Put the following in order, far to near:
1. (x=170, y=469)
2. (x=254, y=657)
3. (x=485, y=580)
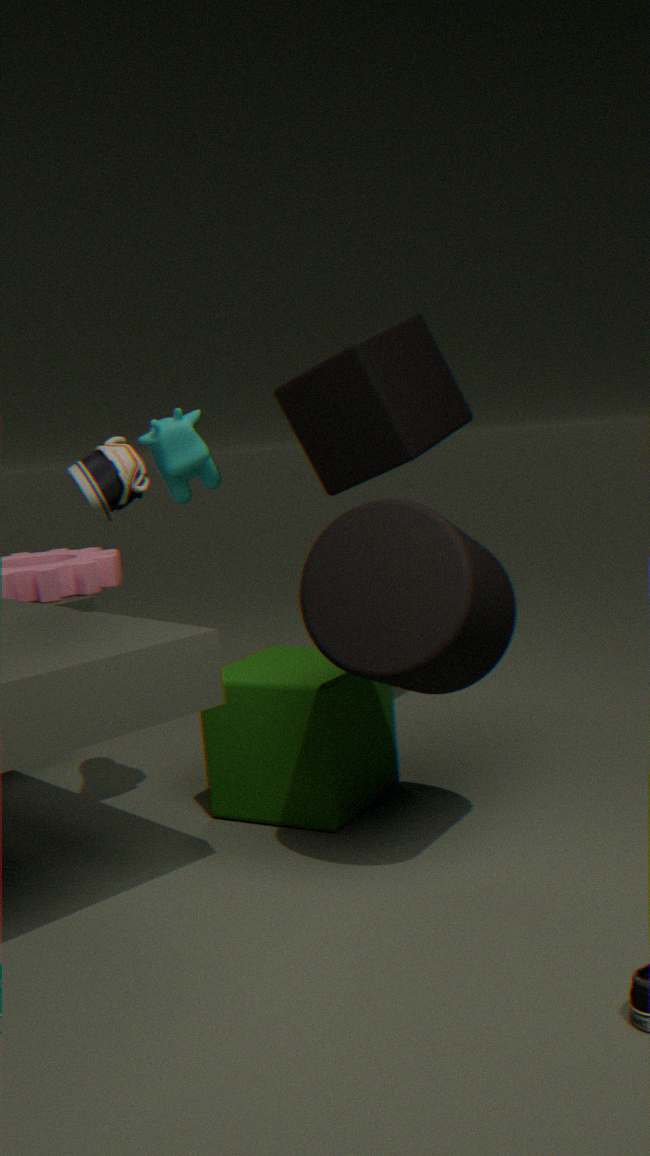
(x=170, y=469)
(x=254, y=657)
(x=485, y=580)
